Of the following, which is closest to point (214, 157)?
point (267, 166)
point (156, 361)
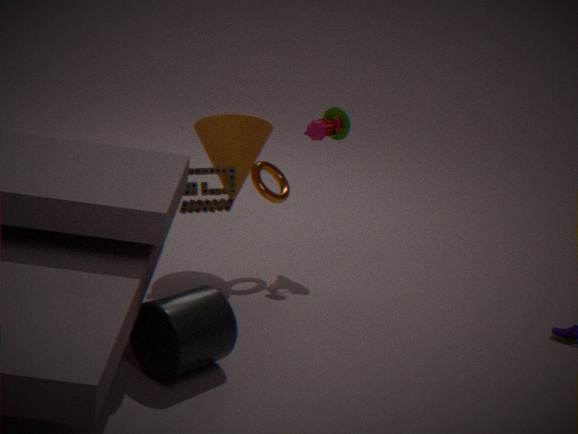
point (267, 166)
